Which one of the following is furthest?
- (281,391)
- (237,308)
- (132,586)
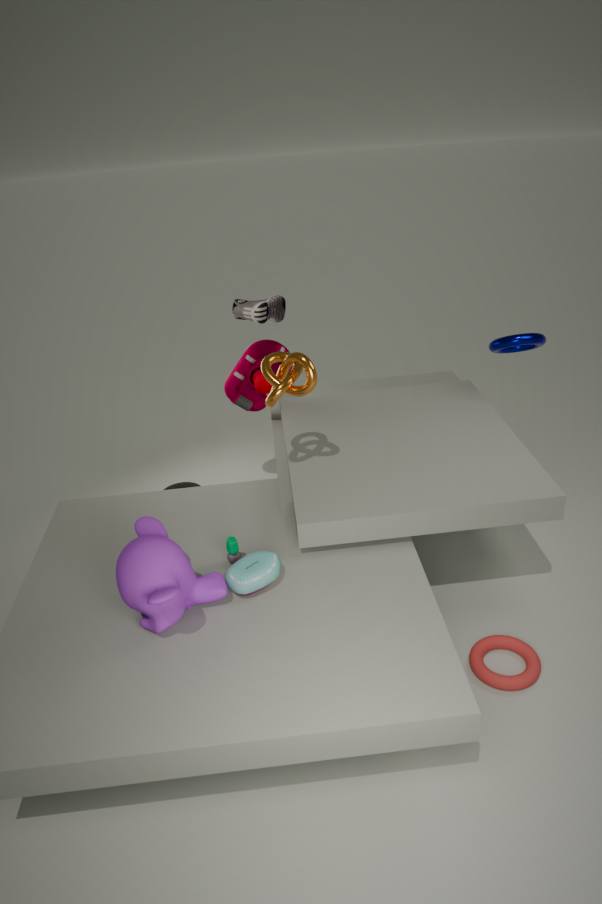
(237,308)
